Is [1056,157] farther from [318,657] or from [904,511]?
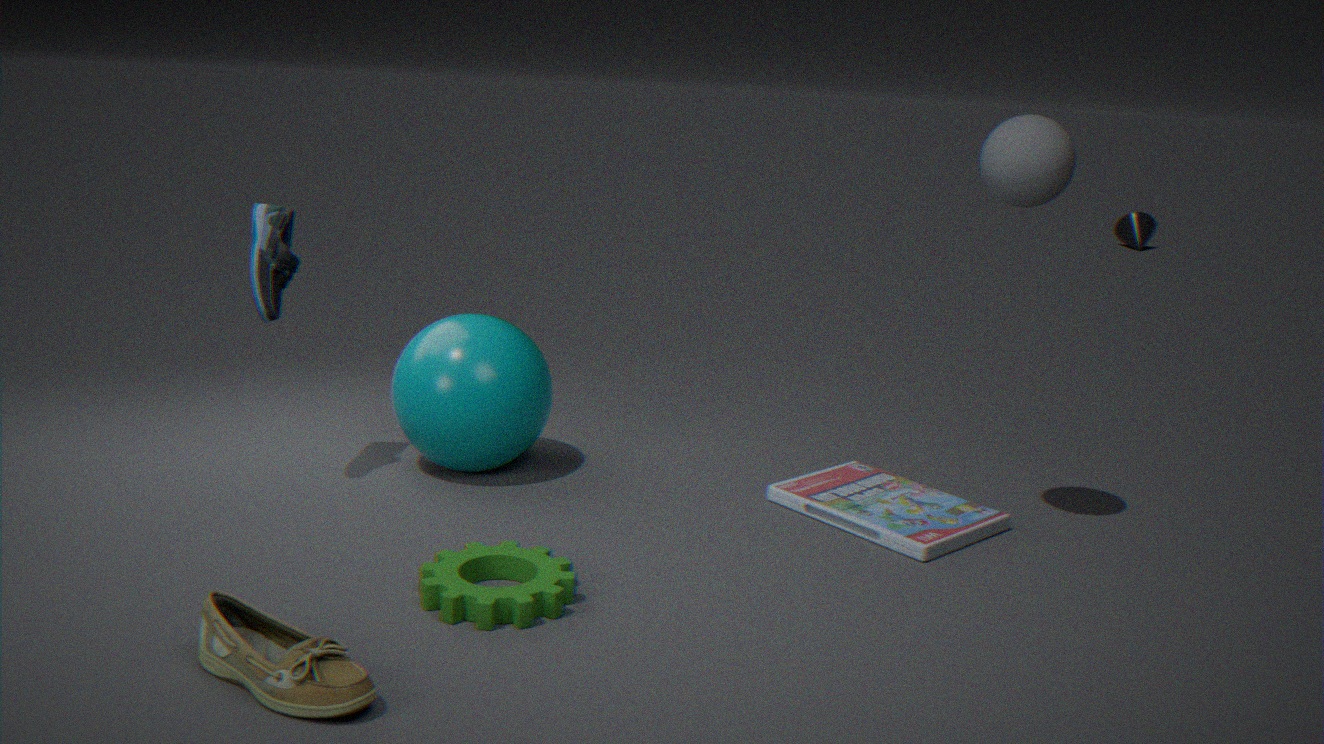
[318,657]
